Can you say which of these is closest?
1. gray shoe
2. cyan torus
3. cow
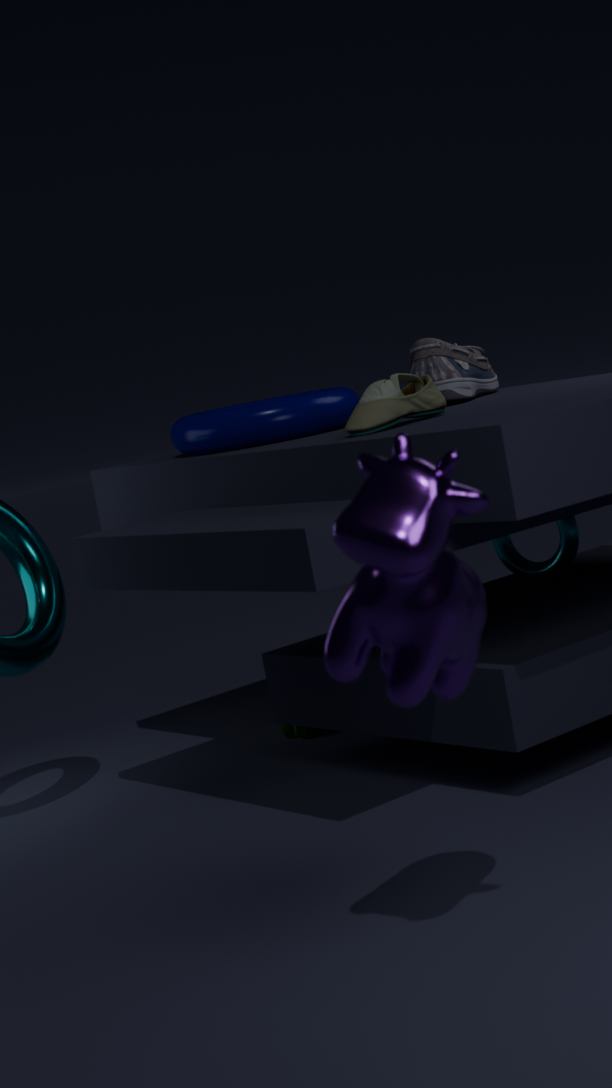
cow
